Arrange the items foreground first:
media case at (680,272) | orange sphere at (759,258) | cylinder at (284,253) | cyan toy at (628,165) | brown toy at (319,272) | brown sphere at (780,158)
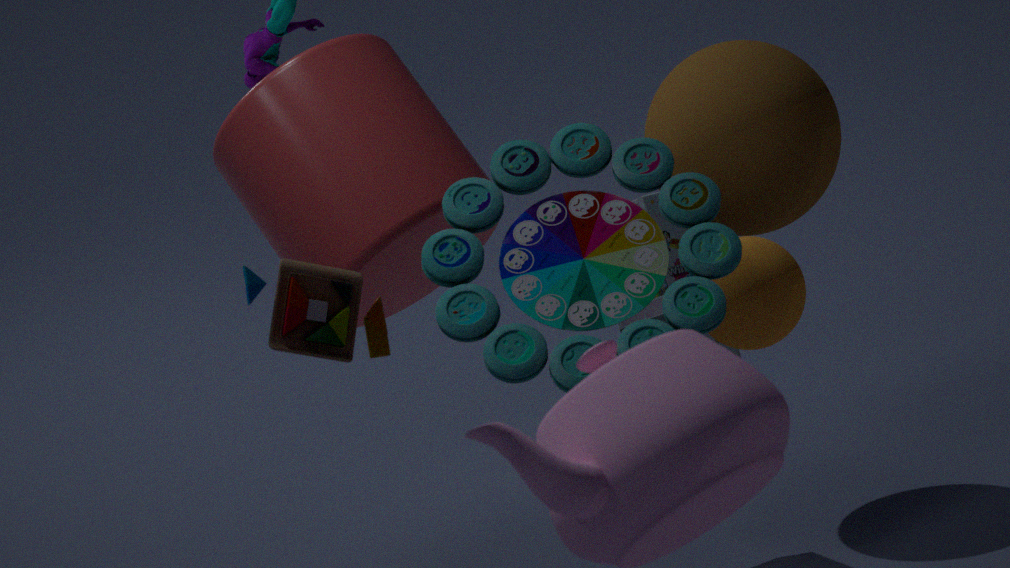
brown toy at (319,272) < cyan toy at (628,165) < orange sphere at (759,258) < cylinder at (284,253) < media case at (680,272) < brown sphere at (780,158)
